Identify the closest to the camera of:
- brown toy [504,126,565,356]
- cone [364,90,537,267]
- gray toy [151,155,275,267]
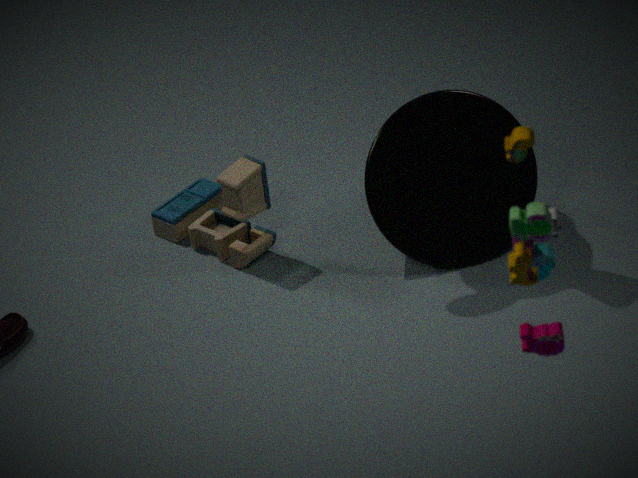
brown toy [504,126,565,356]
